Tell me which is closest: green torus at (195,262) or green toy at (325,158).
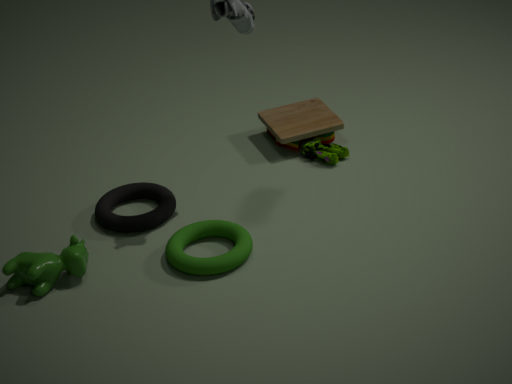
green torus at (195,262)
